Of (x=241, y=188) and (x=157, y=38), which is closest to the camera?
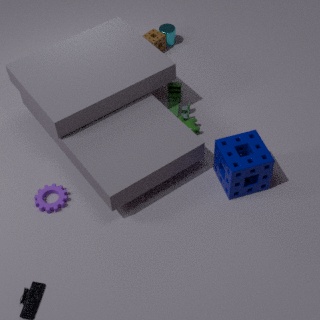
(x=241, y=188)
